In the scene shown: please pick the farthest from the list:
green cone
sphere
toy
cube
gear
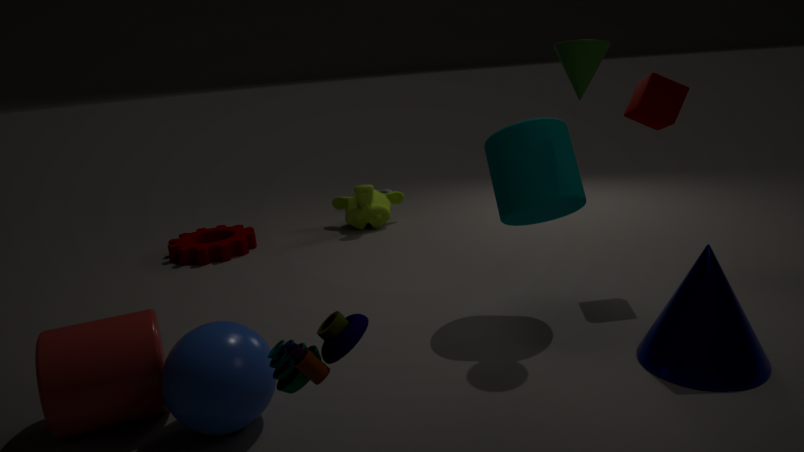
gear
